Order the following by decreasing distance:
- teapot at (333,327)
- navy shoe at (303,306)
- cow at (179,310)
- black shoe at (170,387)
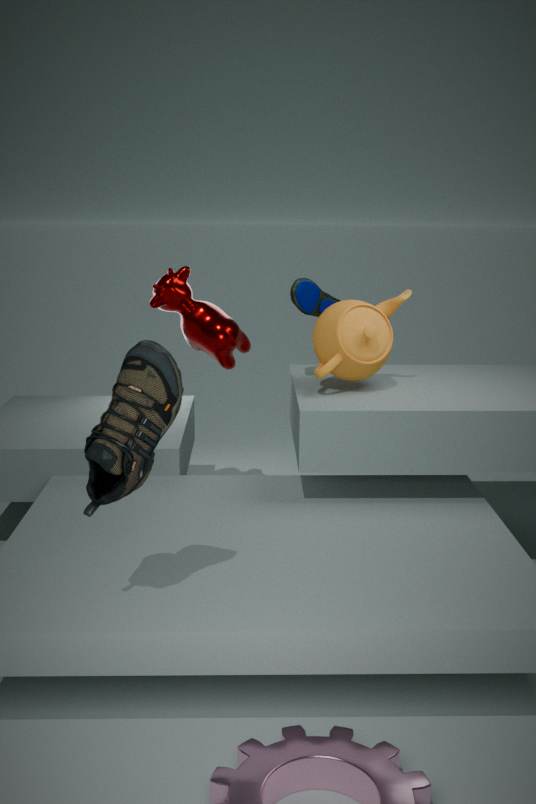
1. cow at (179,310)
2. navy shoe at (303,306)
3. teapot at (333,327)
4. black shoe at (170,387)
